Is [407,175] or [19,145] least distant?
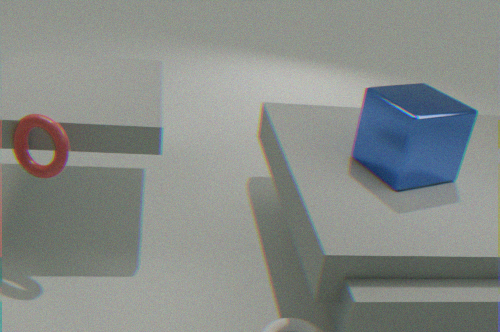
[19,145]
